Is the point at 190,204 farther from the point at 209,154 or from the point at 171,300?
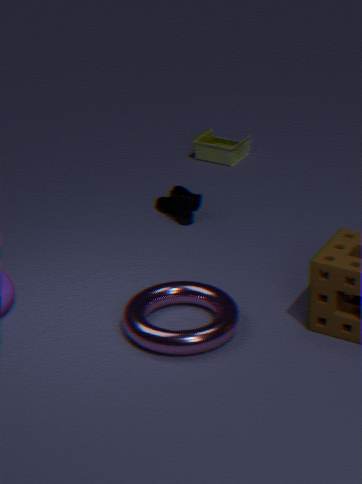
the point at 171,300
